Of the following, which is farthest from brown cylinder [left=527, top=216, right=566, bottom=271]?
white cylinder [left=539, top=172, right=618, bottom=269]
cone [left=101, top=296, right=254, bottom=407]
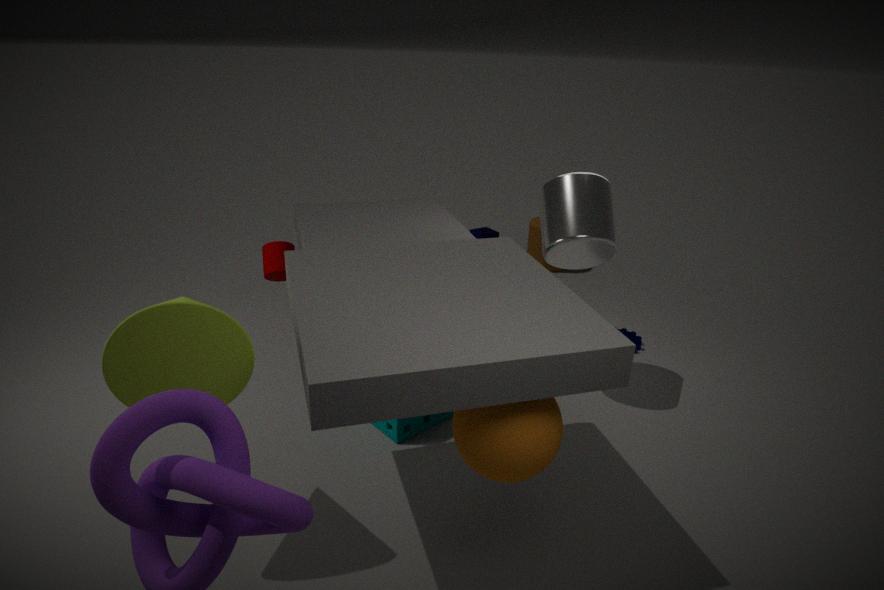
cone [left=101, top=296, right=254, bottom=407]
